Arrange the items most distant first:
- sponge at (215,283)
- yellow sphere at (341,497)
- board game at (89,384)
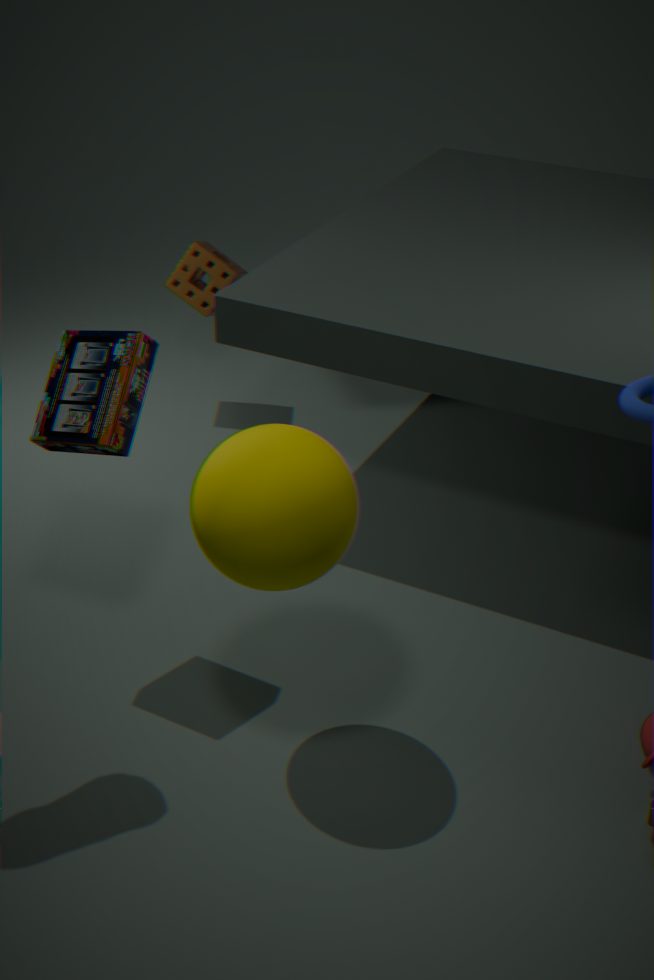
sponge at (215,283), board game at (89,384), yellow sphere at (341,497)
